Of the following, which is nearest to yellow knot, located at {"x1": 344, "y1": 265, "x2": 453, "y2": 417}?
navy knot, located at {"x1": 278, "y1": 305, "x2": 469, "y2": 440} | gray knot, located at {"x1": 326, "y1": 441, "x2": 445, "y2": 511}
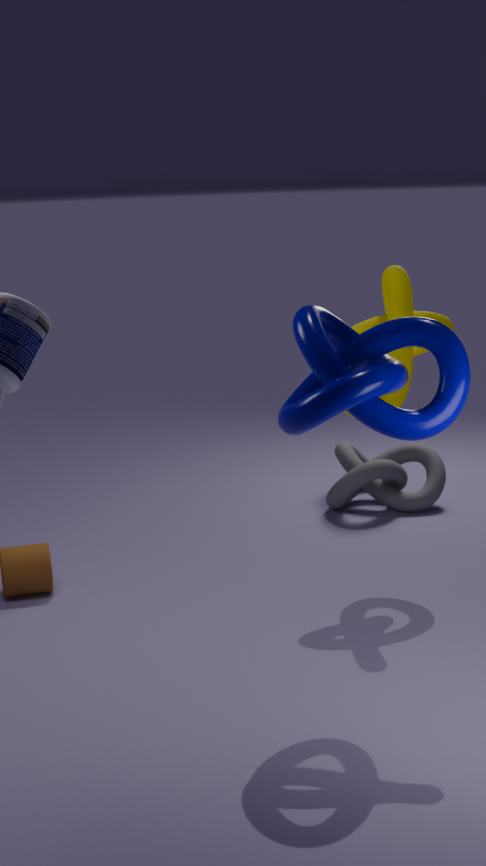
navy knot, located at {"x1": 278, "y1": 305, "x2": 469, "y2": 440}
